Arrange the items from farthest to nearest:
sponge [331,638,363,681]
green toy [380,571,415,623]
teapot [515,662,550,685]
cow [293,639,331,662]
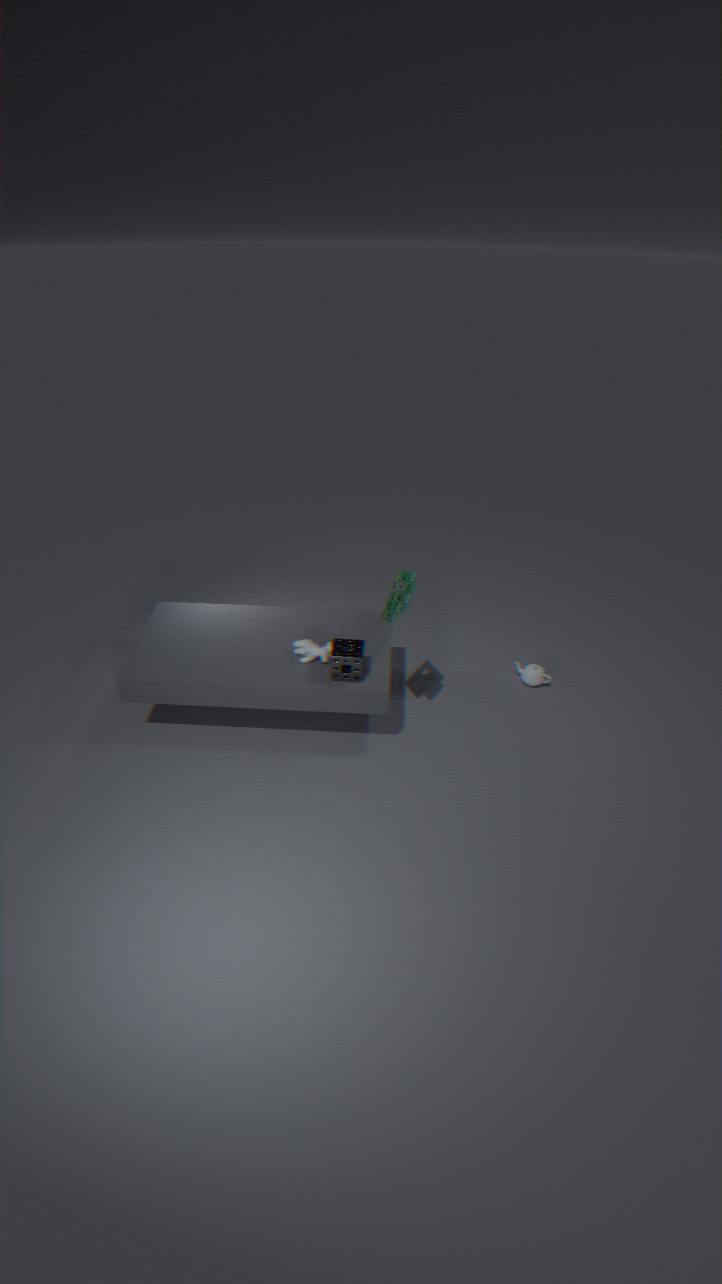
teapot [515,662,550,685]
cow [293,639,331,662]
sponge [331,638,363,681]
green toy [380,571,415,623]
